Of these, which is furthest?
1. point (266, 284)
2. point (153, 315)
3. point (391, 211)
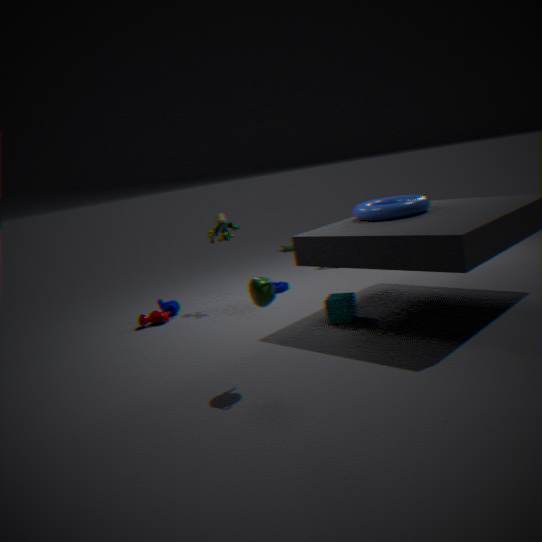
point (153, 315)
